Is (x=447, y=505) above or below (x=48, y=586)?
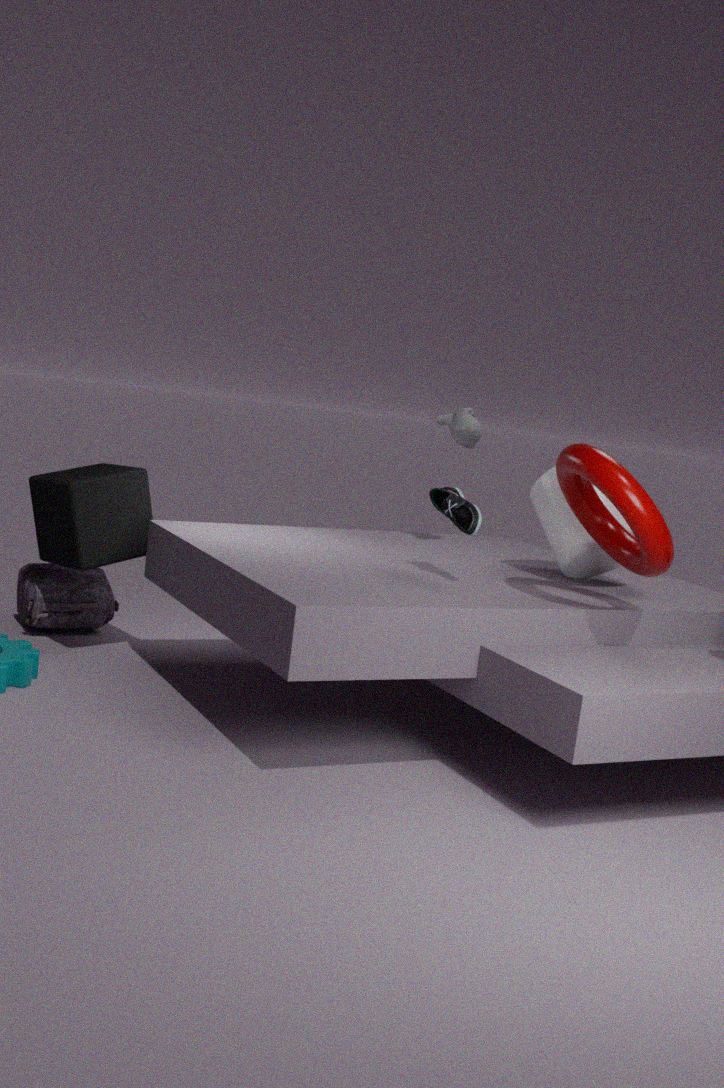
above
